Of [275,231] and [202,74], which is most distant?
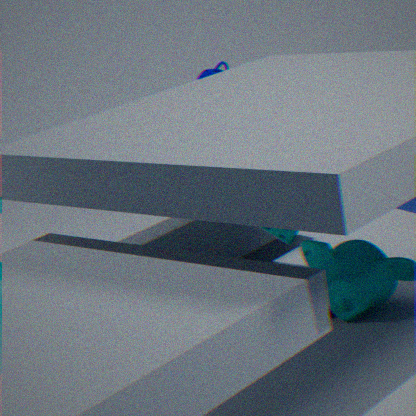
[202,74]
